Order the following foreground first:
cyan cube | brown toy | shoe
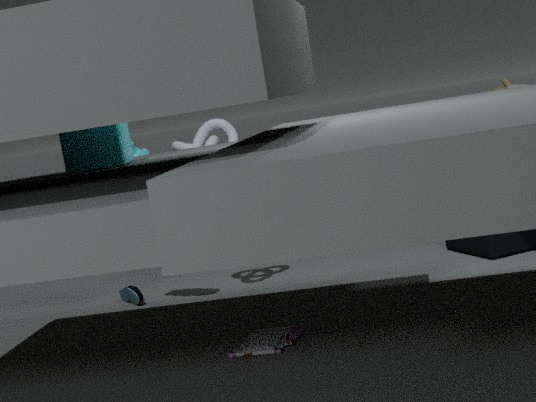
1. cyan cube
2. brown toy
3. shoe
